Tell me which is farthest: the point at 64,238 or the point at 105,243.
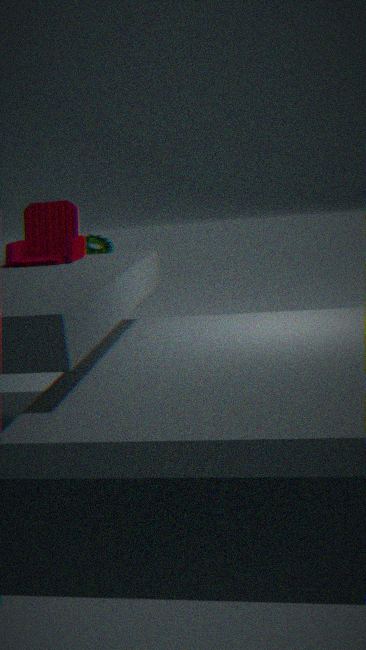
the point at 105,243
